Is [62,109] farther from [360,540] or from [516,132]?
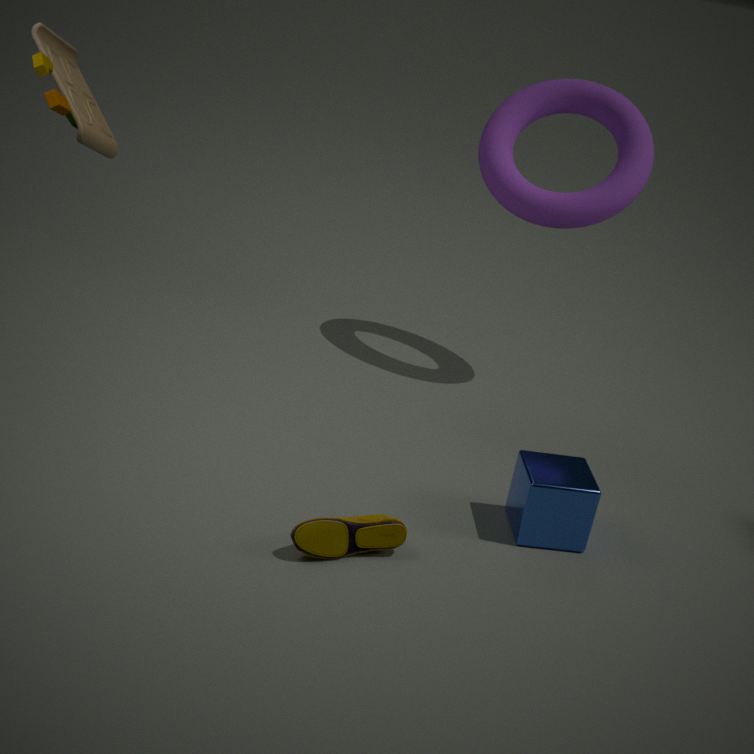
[516,132]
